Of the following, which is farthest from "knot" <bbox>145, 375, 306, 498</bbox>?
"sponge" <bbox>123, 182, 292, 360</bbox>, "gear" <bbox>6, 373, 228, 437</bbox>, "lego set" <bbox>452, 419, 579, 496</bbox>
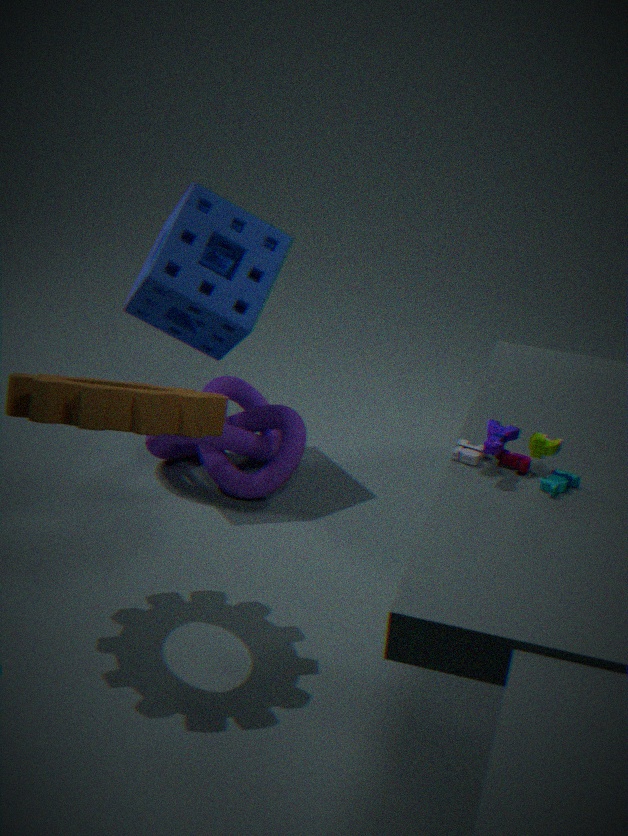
"lego set" <bbox>452, 419, 579, 496</bbox>
